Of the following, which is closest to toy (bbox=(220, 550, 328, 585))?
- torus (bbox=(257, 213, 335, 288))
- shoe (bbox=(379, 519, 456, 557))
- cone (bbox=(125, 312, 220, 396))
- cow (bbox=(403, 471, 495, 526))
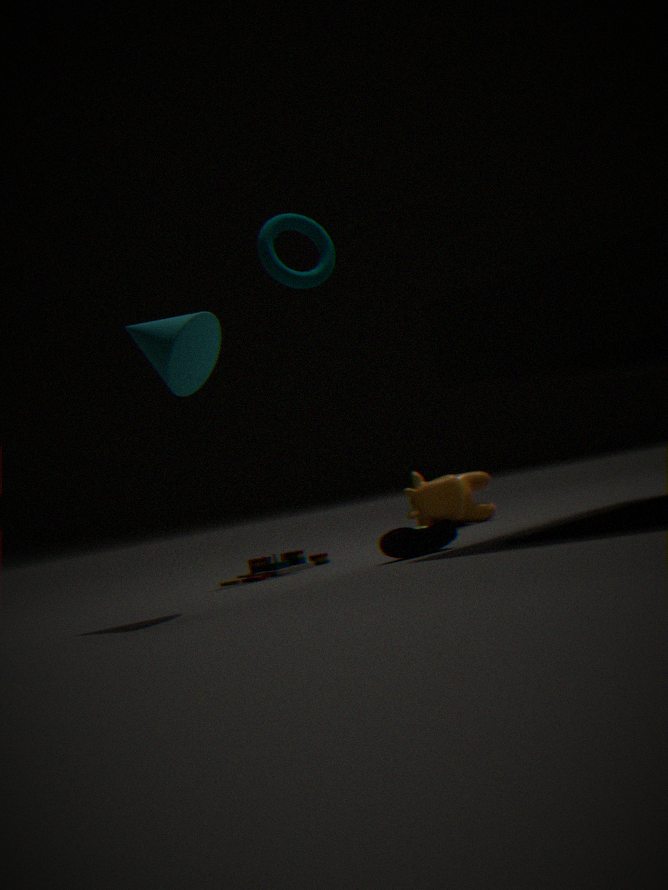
shoe (bbox=(379, 519, 456, 557))
